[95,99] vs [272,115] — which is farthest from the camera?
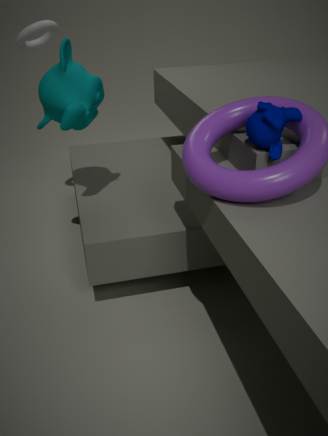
[95,99]
